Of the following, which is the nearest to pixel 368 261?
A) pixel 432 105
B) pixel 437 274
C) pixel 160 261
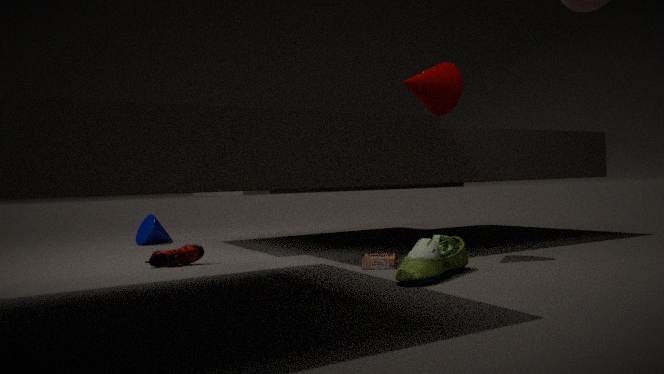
pixel 437 274
